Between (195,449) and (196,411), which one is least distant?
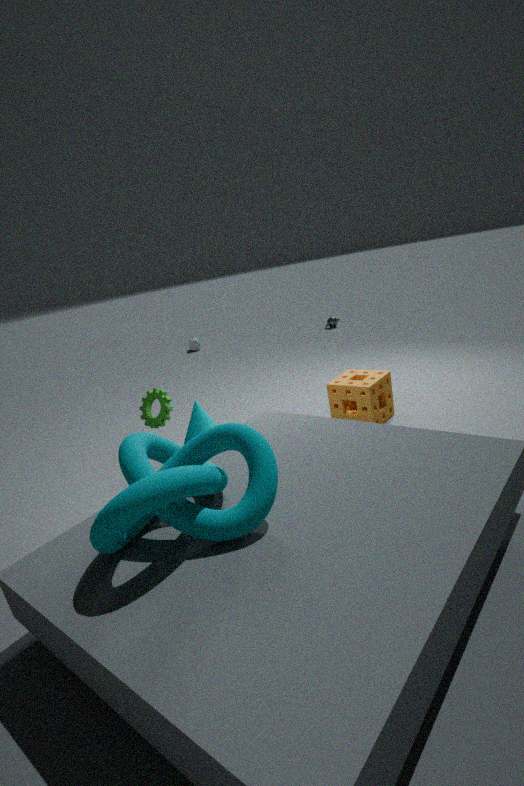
(195,449)
